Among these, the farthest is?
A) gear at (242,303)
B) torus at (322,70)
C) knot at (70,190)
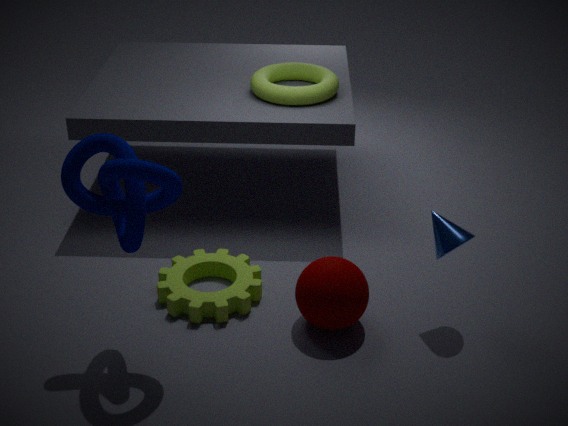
torus at (322,70)
